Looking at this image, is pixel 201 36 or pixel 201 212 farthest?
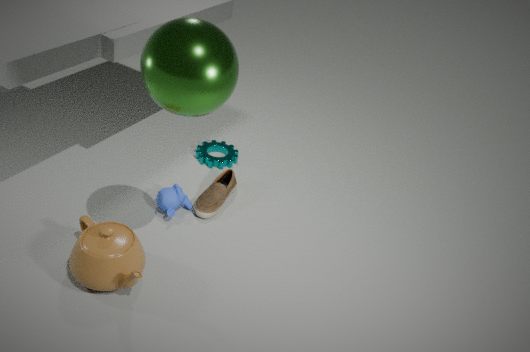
pixel 201 212
